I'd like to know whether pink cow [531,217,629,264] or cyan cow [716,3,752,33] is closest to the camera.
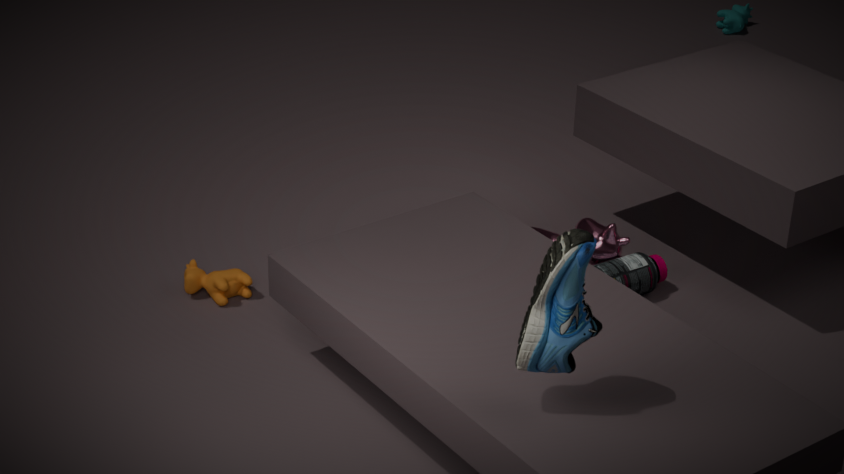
pink cow [531,217,629,264]
